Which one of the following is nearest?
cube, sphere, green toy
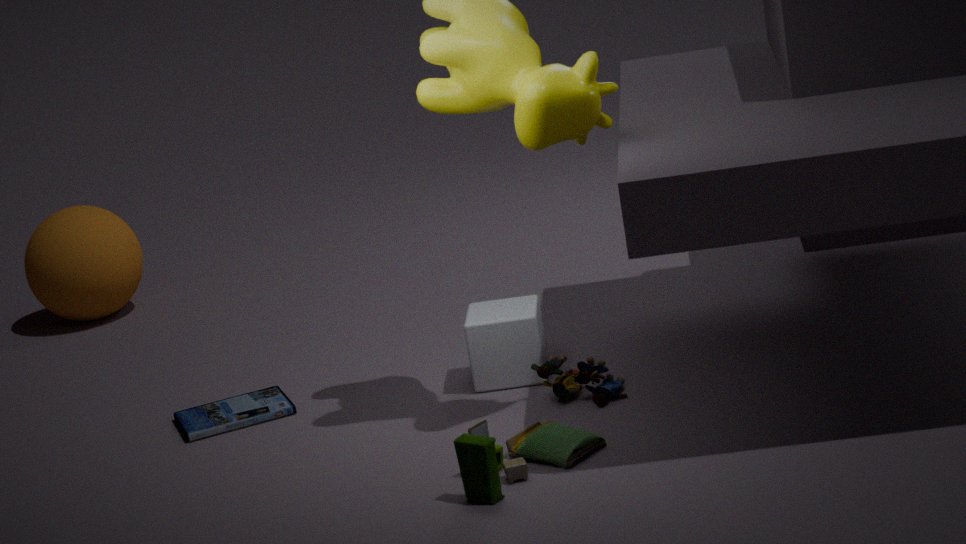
green toy
